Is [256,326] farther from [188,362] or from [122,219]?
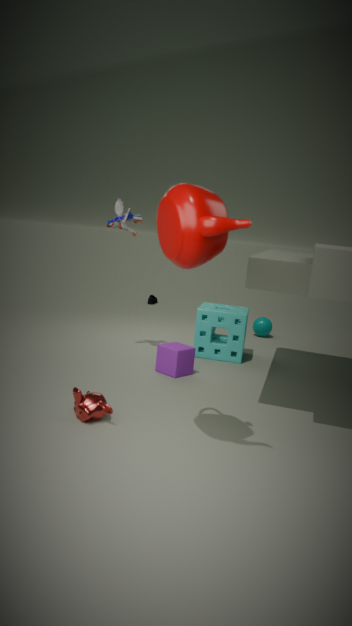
[122,219]
